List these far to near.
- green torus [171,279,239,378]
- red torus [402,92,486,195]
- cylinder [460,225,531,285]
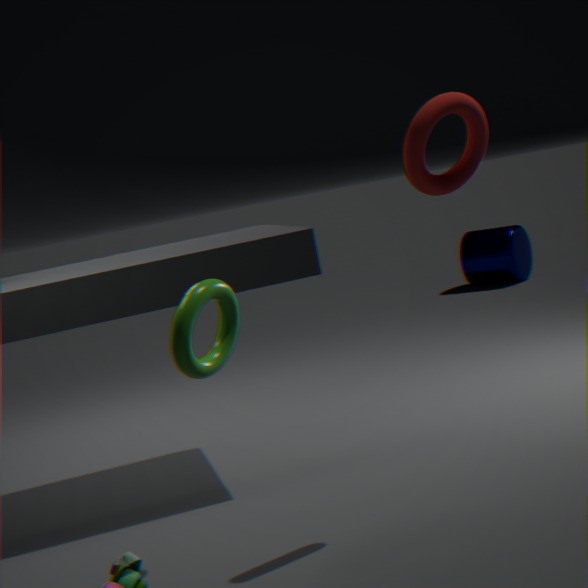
cylinder [460,225,531,285] < green torus [171,279,239,378] < red torus [402,92,486,195]
